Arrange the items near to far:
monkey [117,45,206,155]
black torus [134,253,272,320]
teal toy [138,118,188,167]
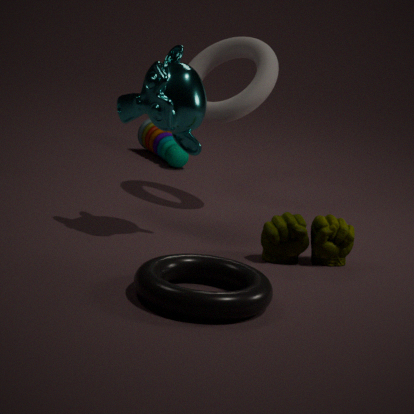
black torus [134,253,272,320] < monkey [117,45,206,155] < teal toy [138,118,188,167]
